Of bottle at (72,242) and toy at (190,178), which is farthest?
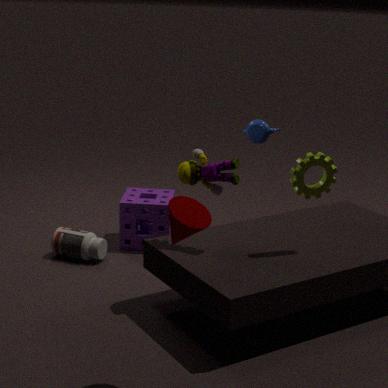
bottle at (72,242)
